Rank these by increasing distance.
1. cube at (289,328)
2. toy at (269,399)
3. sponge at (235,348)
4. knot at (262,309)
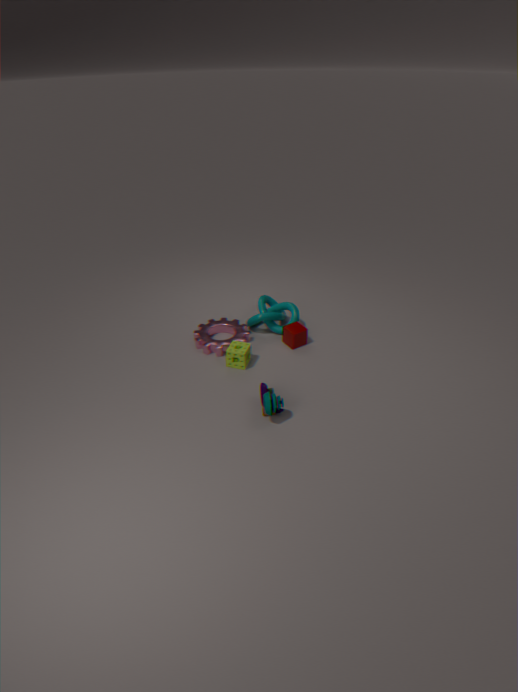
toy at (269,399)
sponge at (235,348)
cube at (289,328)
knot at (262,309)
